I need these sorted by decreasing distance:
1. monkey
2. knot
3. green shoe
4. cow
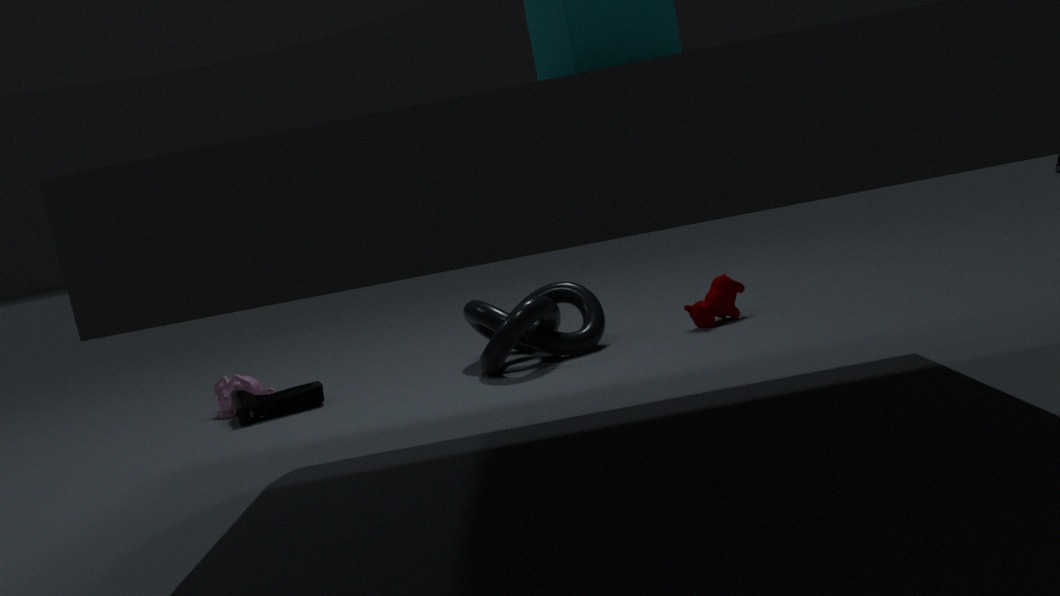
1. monkey
2. cow
3. green shoe
4. knot
